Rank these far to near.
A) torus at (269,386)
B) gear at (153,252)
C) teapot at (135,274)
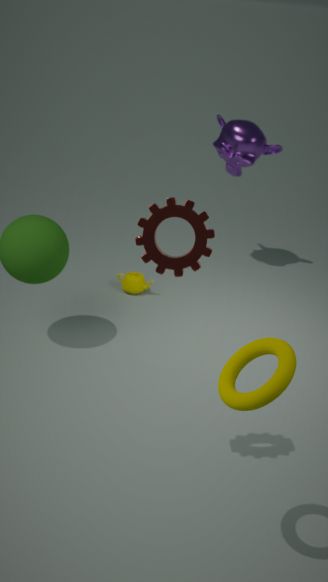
1. teapot at (135,274)
2. gear at (153,252)
3. torus at (269,386)
